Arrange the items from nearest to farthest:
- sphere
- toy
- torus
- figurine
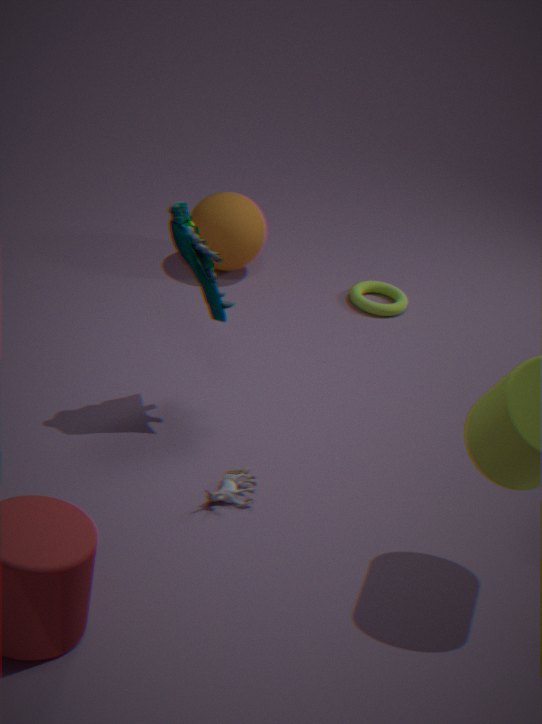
toy, figurine, sphere, torus
